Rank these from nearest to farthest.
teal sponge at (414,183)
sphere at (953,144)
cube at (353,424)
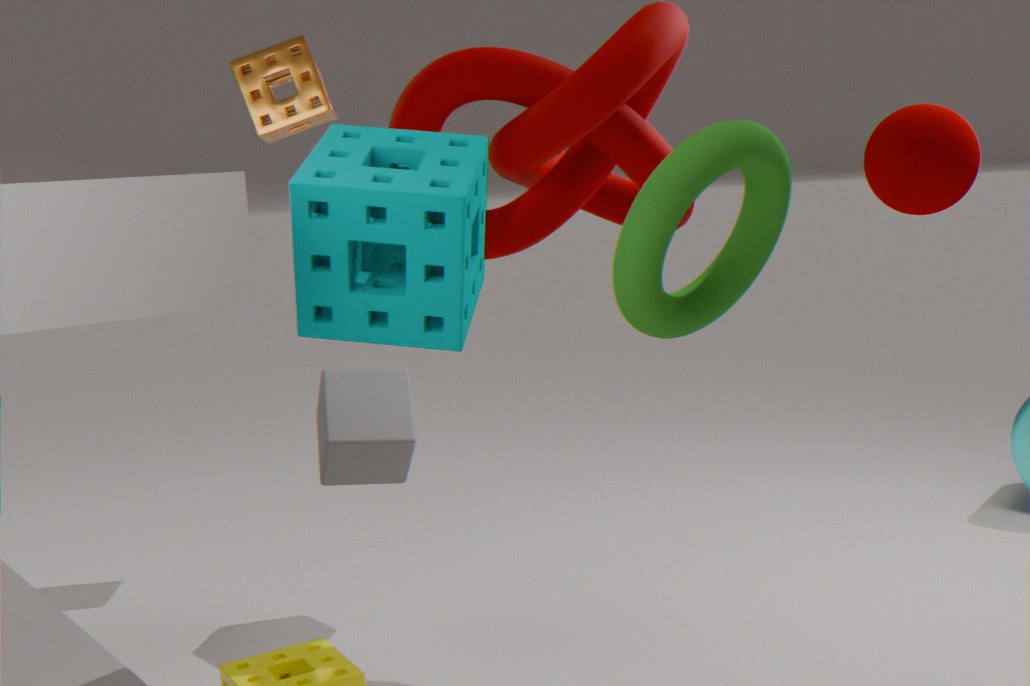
teal sponge at (414,183) < sphere at (953,144) < cube at (353,424)
